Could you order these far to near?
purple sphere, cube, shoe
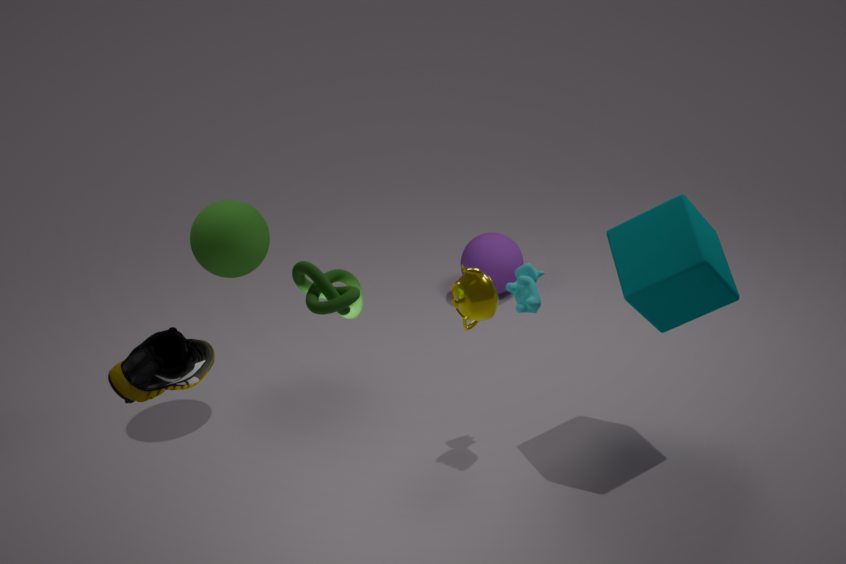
purple sphere
cube
shoe
